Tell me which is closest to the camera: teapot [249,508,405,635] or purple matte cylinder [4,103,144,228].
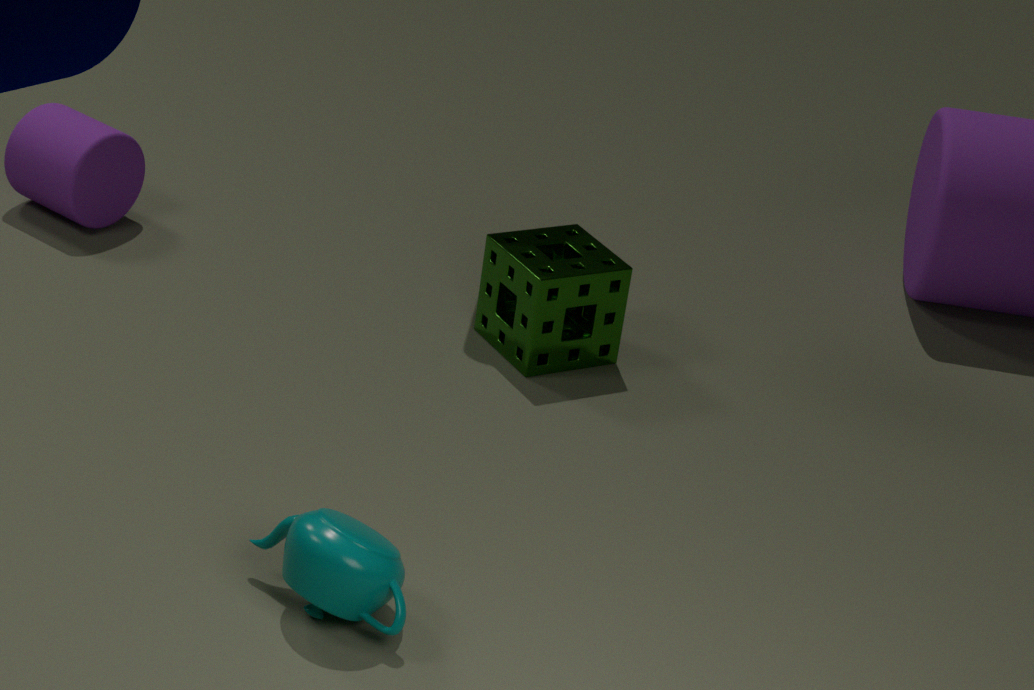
teapot [249,508,405,635]
